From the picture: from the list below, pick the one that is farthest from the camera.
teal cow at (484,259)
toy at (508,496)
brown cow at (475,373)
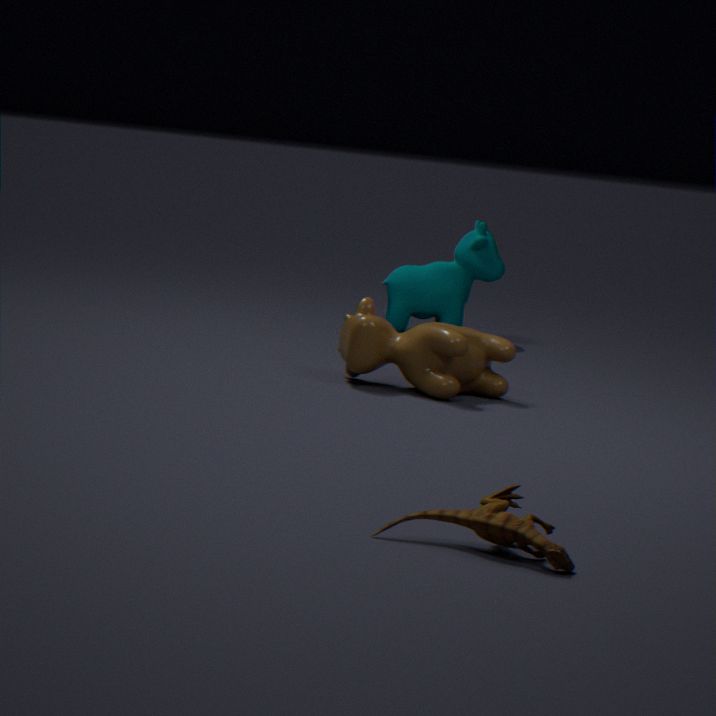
teal cow at (484,259)
